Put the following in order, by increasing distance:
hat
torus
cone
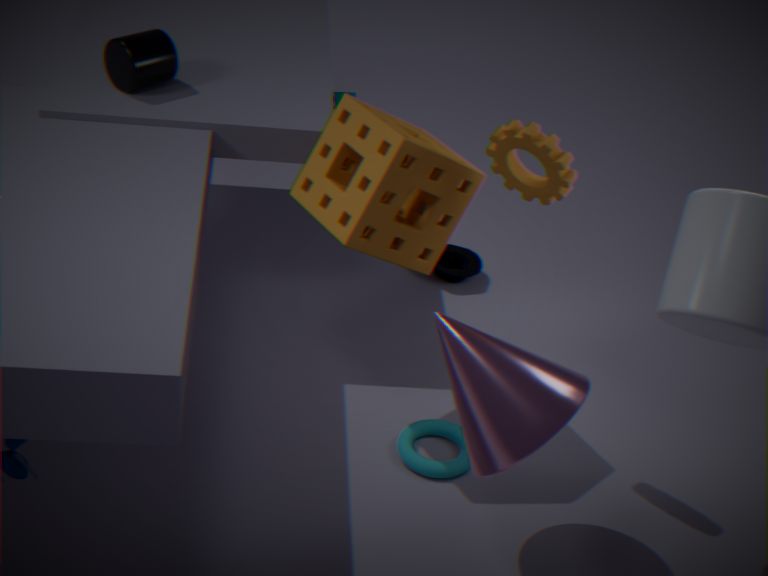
cone → torus → hat
